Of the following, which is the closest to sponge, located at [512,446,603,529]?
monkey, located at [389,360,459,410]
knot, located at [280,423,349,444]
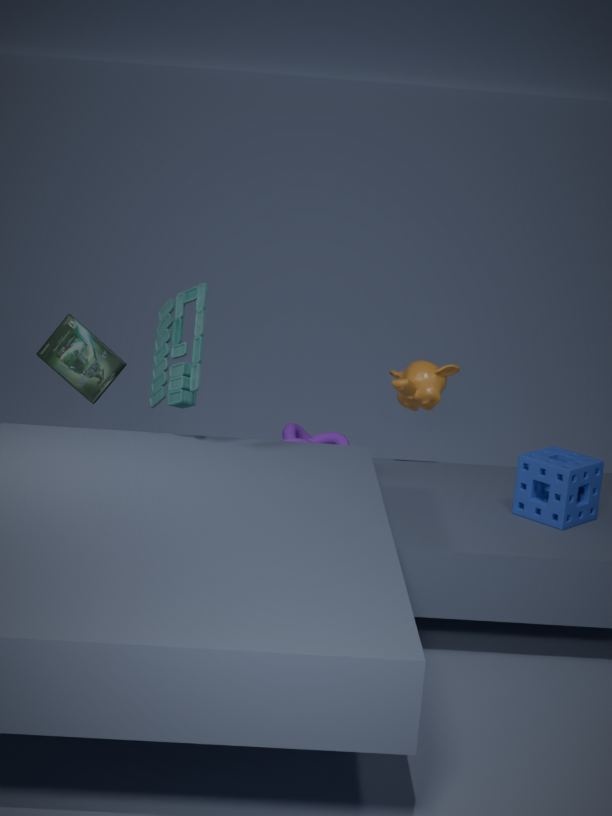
monkey, located at [389,360,459,410]
